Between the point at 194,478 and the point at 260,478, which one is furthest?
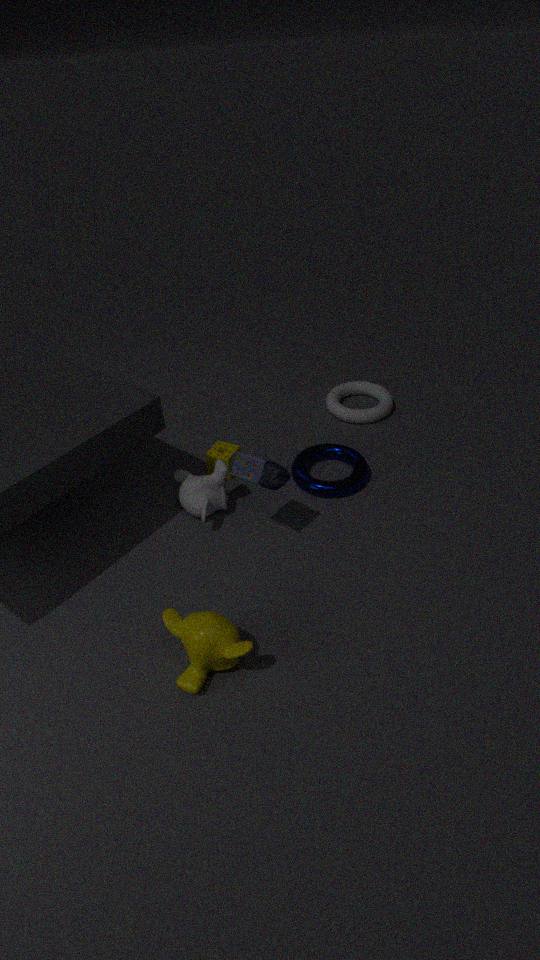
the point at 194,478
